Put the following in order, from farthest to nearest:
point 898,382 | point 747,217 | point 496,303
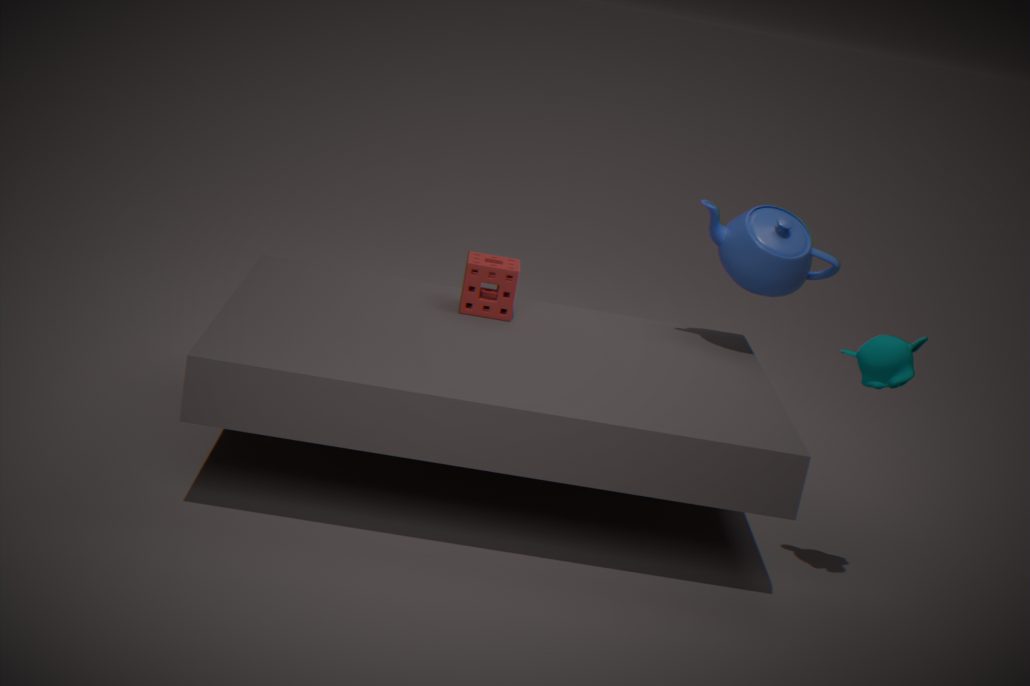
1. point 747,217
2. point 496,303
3. point 898,382
